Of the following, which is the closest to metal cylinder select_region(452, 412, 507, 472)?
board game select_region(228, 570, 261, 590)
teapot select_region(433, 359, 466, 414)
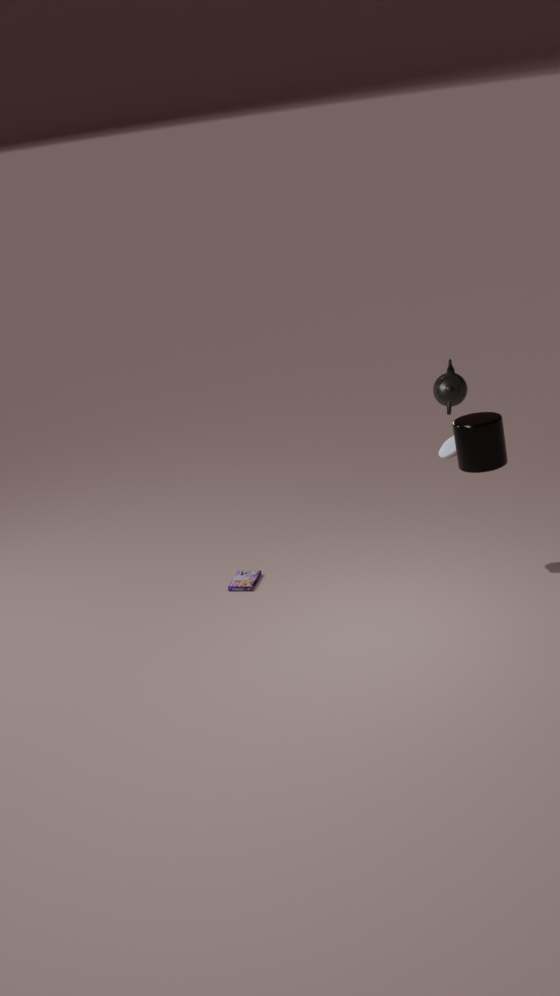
teapot select_region(433, 359, 466, 414)
